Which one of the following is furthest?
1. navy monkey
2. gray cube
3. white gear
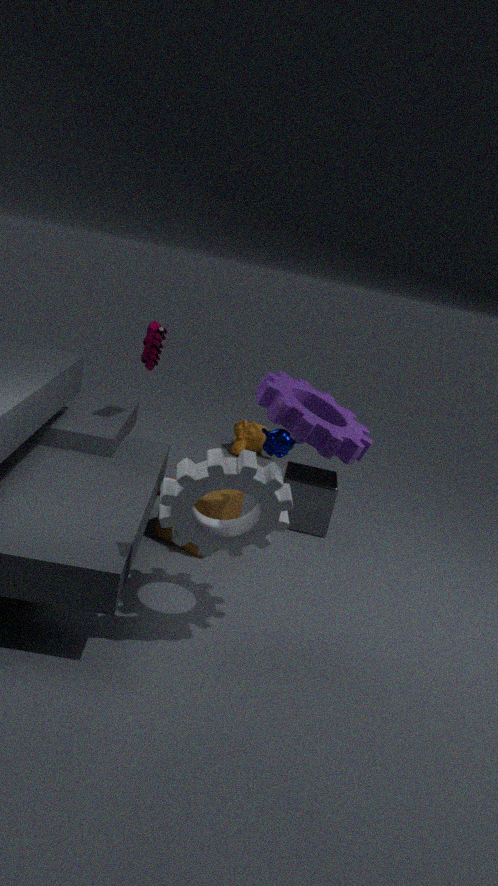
gray cube
